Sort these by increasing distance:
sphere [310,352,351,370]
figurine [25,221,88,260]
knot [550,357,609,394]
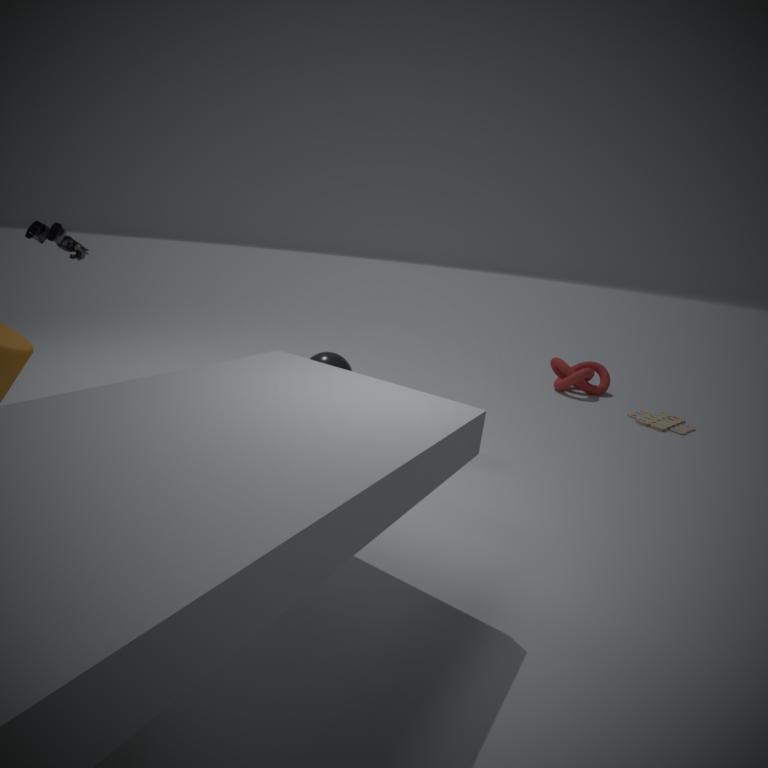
figurine [25,221,88,260] → sphere [310,352,351,370] → knot [550,357,609,394]
